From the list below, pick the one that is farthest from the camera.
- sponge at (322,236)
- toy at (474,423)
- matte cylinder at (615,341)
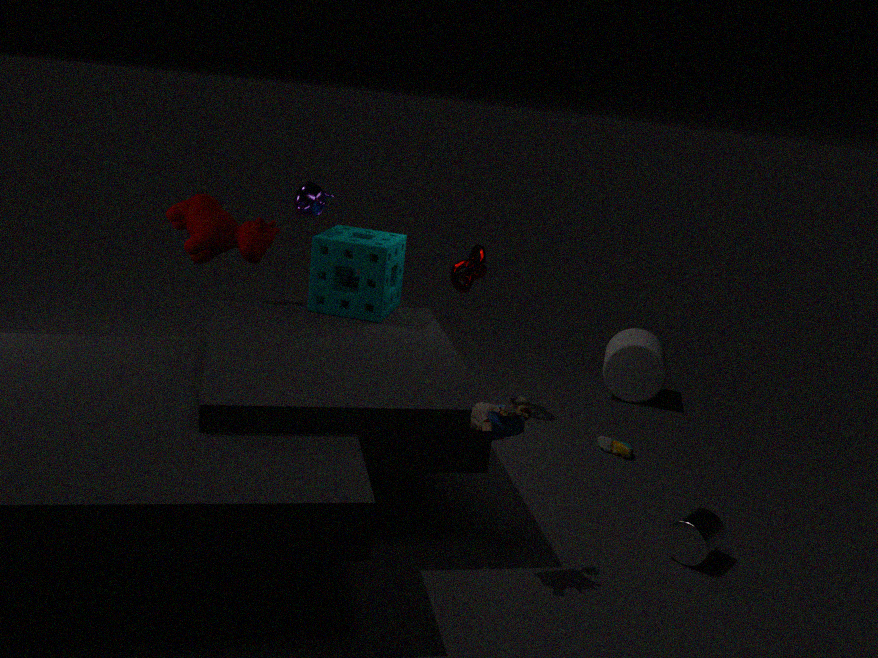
matte cylinder at (615,341)
